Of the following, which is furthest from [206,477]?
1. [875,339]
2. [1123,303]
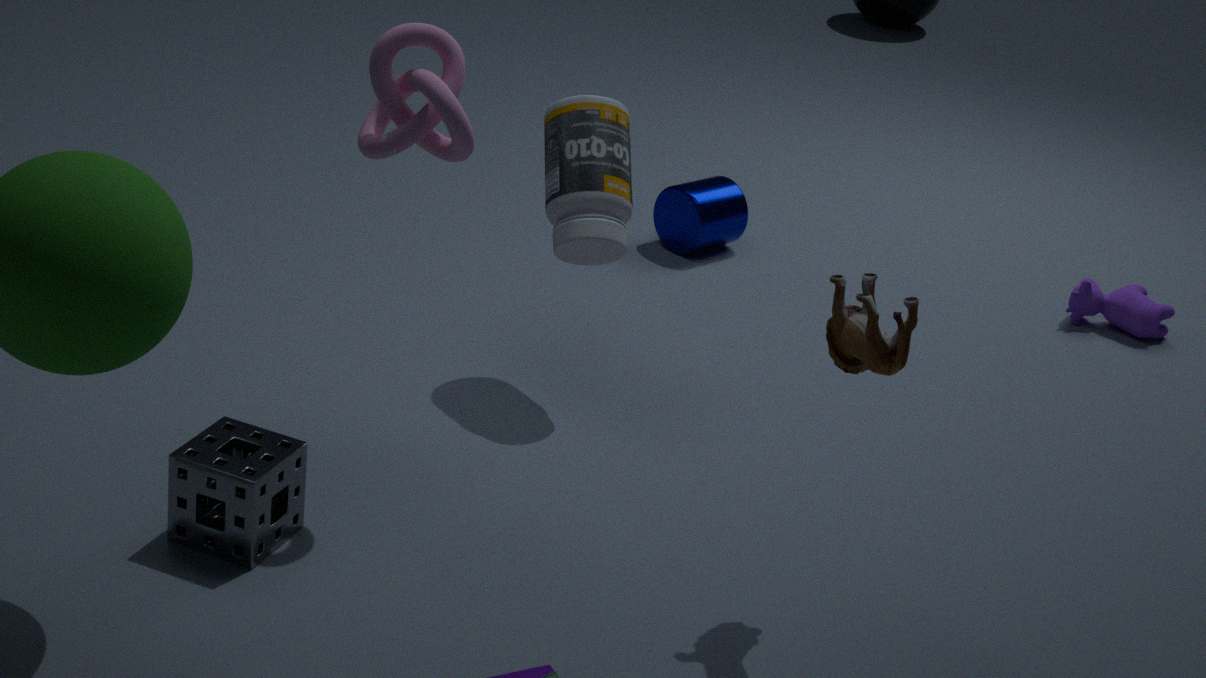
[1123,303]
